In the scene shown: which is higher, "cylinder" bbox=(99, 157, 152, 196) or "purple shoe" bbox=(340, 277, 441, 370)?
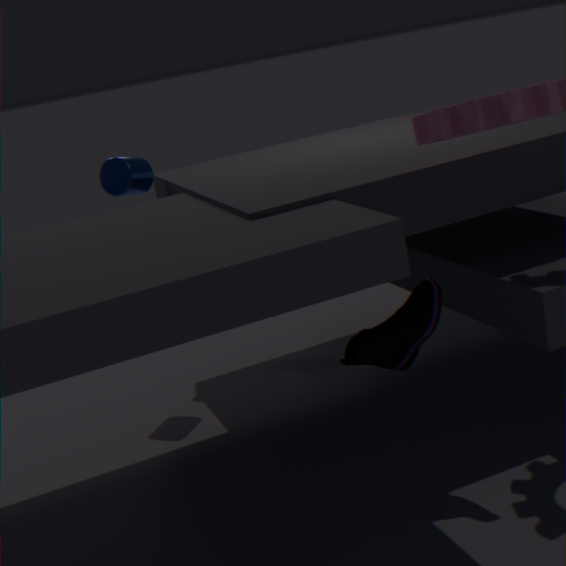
"cylinder" bbox=(99, 157, 152, 196)
